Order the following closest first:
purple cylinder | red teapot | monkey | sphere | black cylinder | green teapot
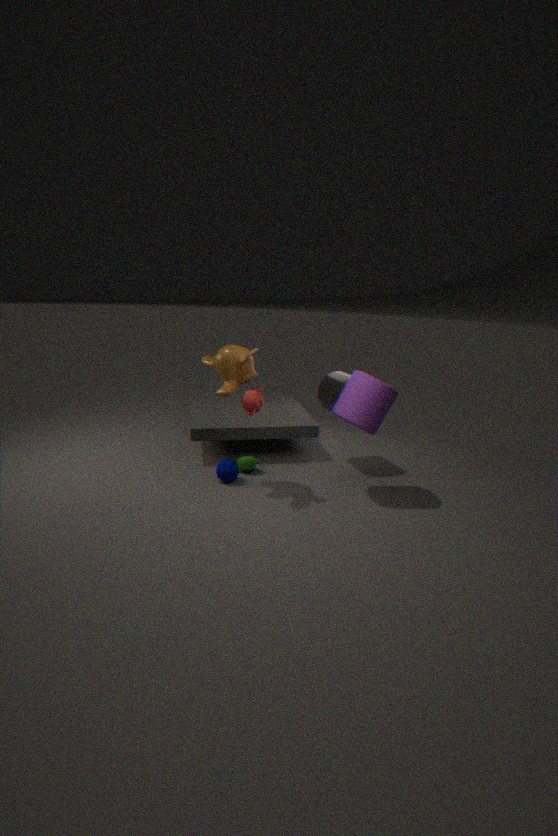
red teapot → purple cylinder → monkey → sphere → green teapot → black cylinder
